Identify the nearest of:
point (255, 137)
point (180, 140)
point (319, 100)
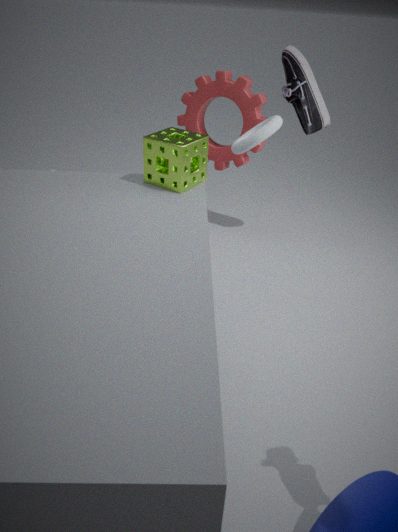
point (180, 140)
